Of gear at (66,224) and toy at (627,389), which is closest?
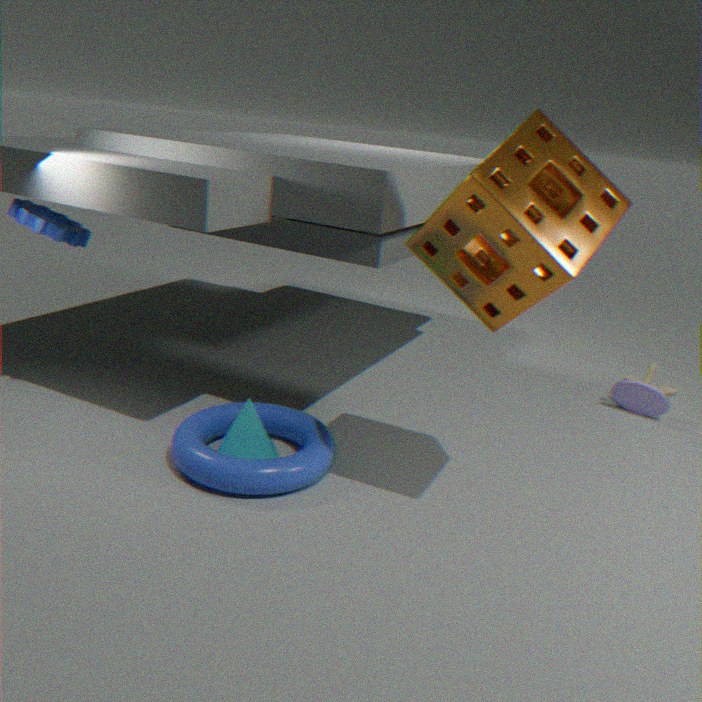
gear at (66,224)
